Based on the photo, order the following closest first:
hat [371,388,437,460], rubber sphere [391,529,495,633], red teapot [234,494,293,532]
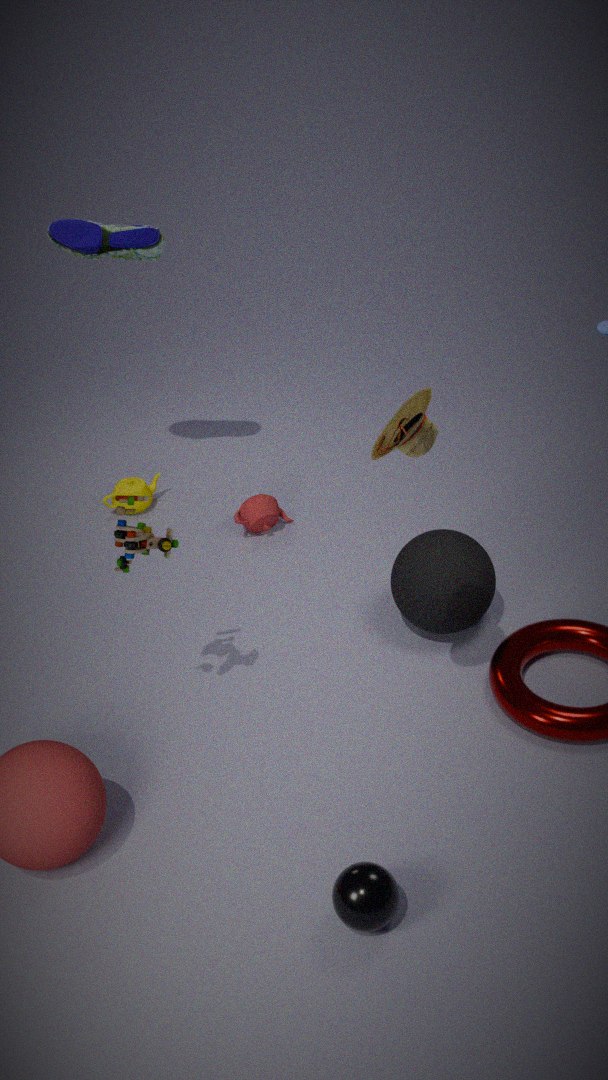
hat [371,388,437,460] < rubber sphere [391,529,495,633] < red teapot [234,494,293,532]
